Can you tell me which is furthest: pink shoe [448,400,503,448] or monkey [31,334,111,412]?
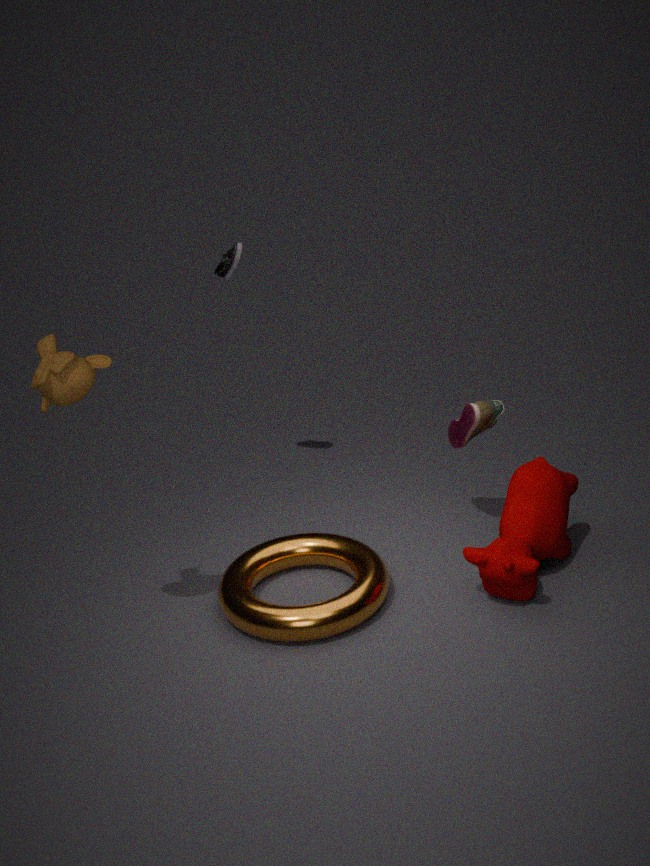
pink shoe [448,400,503,448]
